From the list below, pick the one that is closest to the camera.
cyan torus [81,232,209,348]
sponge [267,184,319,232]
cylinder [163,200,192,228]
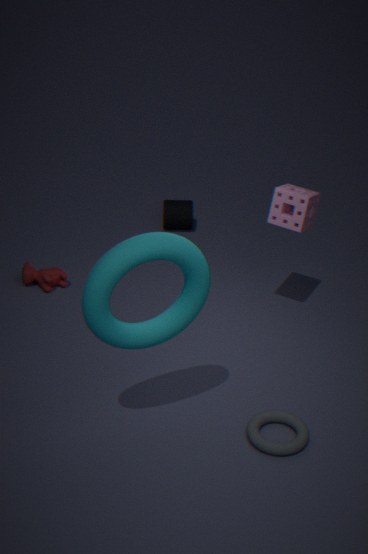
cyan torus [81,232,209,348]
